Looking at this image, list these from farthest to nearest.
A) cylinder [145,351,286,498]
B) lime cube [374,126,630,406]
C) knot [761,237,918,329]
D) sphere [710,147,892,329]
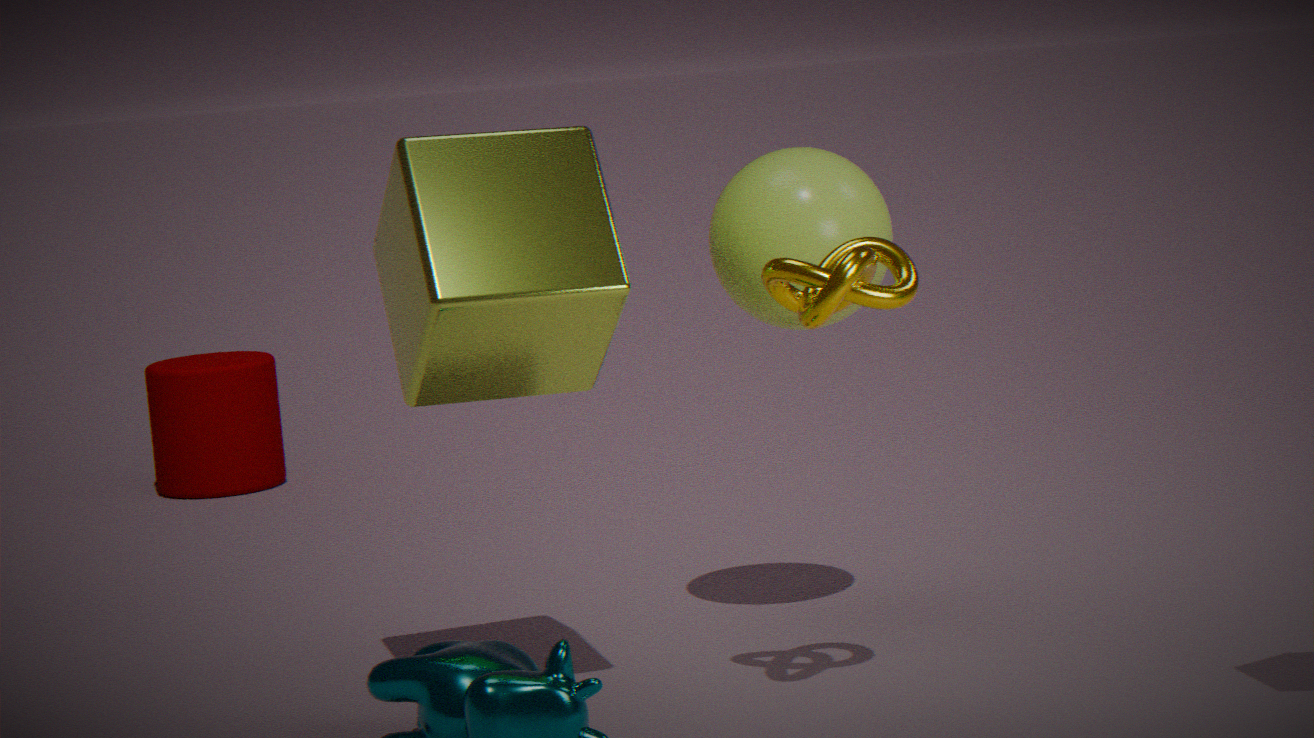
cylinder [145,351,286,498]
sphere [710,147,892,329]
lime cube [374,126,630,406]
knot [761,237,918,329]
